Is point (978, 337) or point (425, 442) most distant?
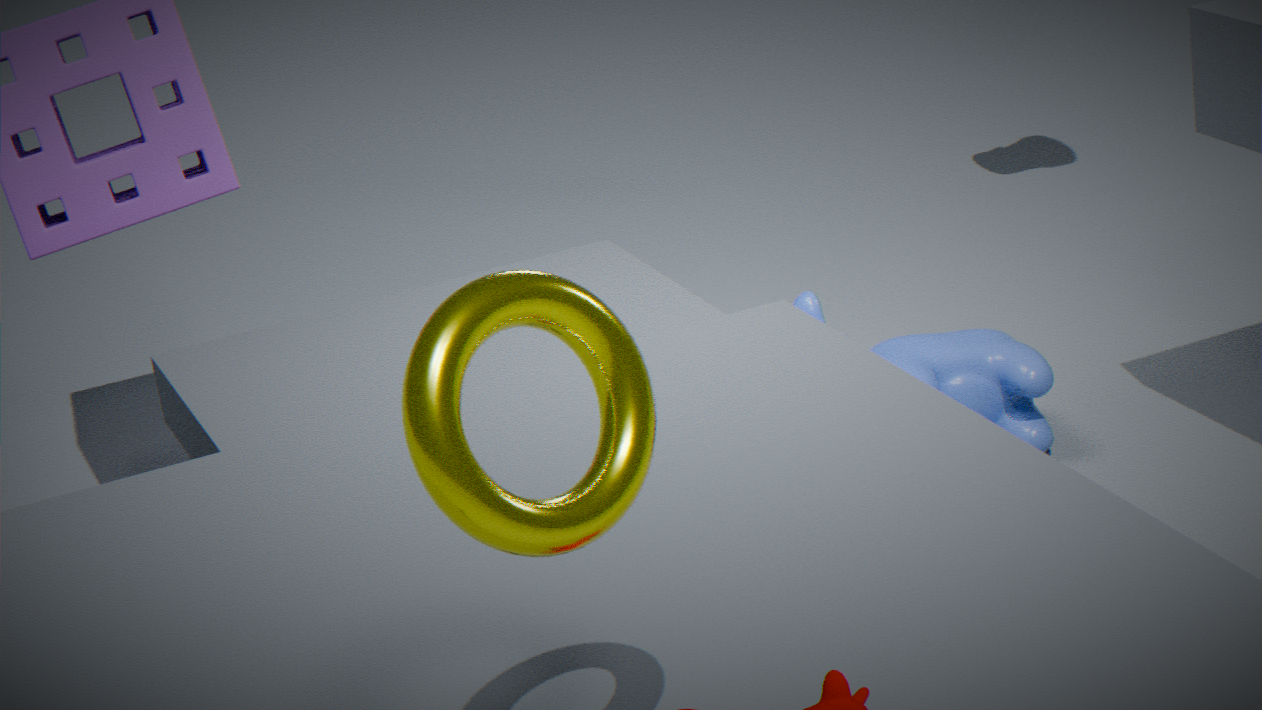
point (978, 337)
